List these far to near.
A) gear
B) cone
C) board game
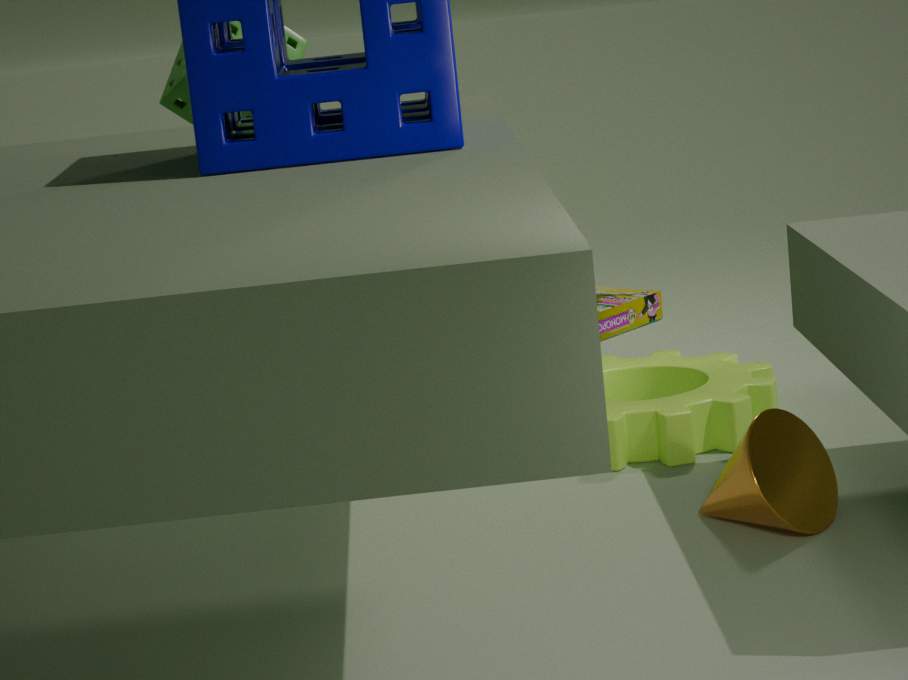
board game
gear
cone
